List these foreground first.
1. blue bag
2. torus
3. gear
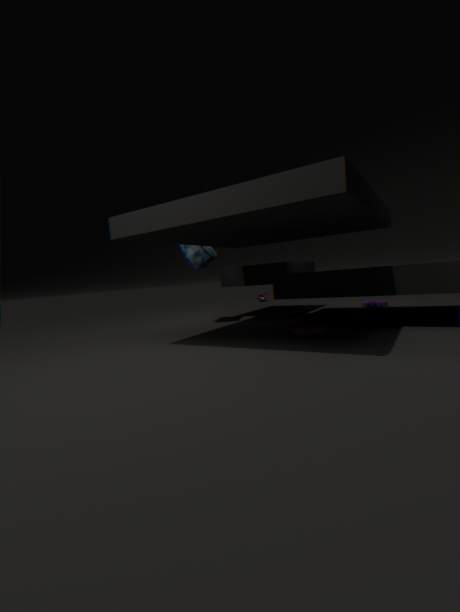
1. torus
2. blue bag
3. gear
